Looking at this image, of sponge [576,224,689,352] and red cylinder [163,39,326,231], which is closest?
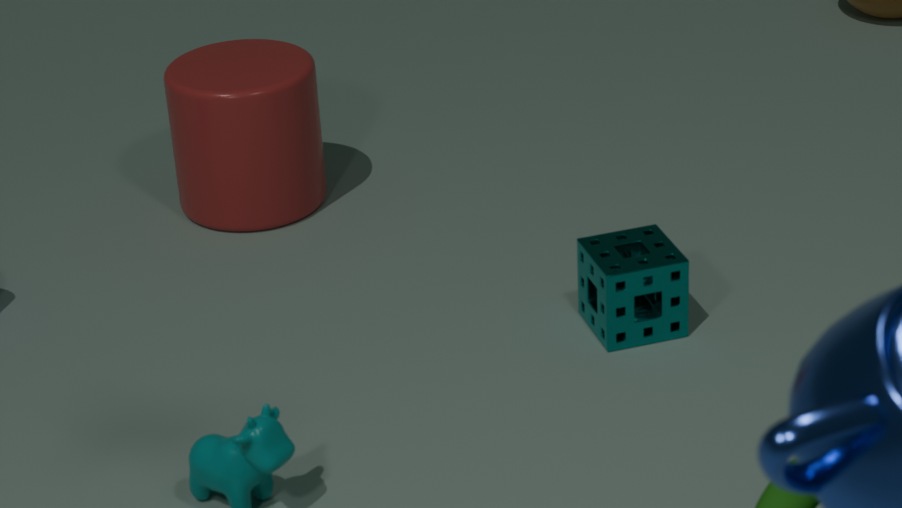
sponge [576,224,689,352]
